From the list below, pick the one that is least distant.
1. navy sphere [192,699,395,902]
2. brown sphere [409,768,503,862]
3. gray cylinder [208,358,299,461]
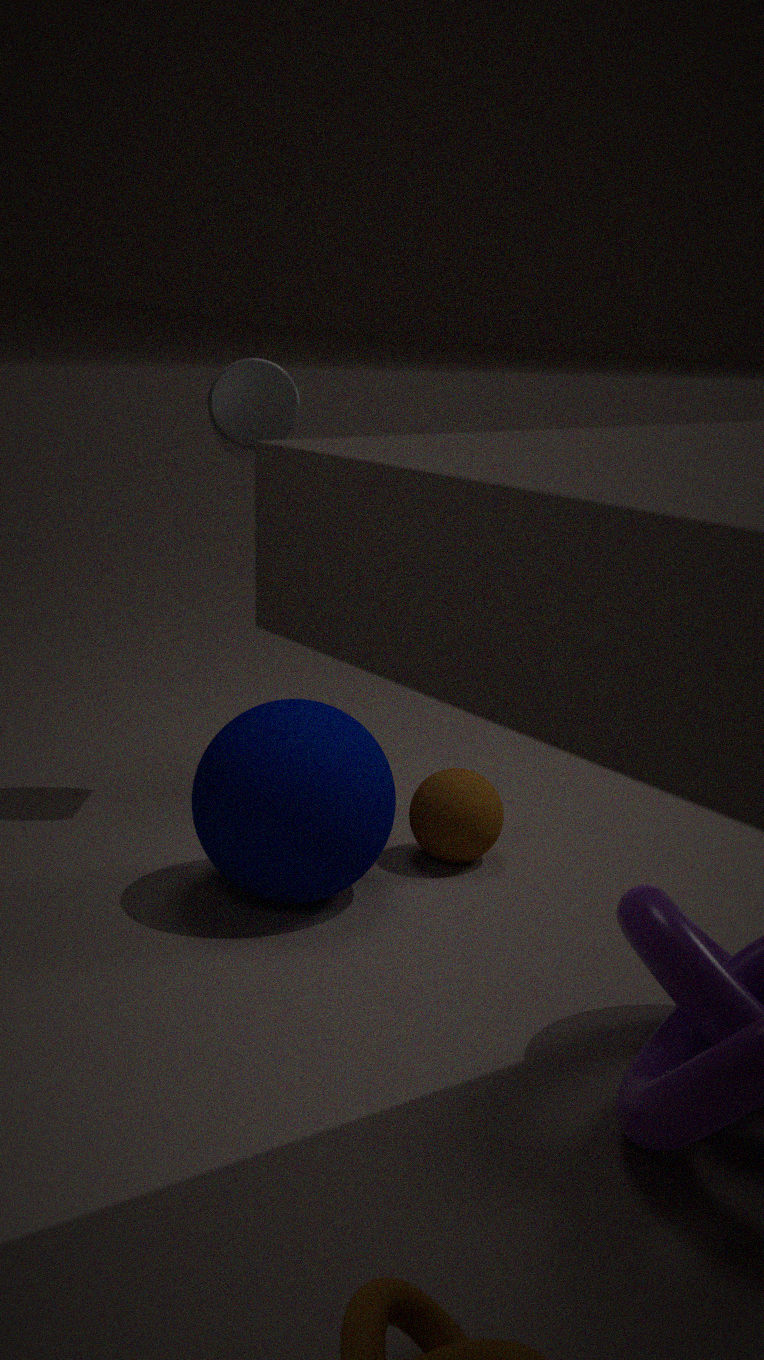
navy sphere [192,699,395,902]
